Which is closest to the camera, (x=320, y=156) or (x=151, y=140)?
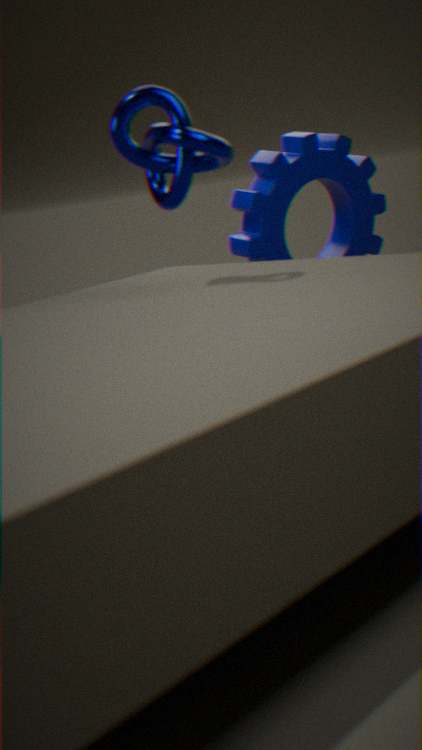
(x=151, y=140)
